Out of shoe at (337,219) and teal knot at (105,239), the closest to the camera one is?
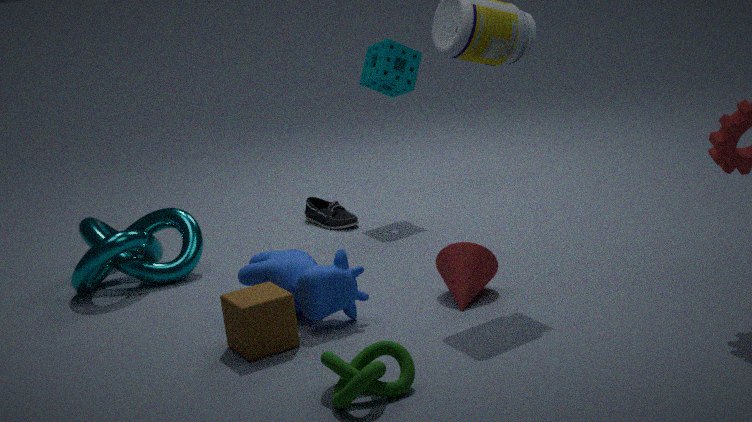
teal knot at (105,239)
